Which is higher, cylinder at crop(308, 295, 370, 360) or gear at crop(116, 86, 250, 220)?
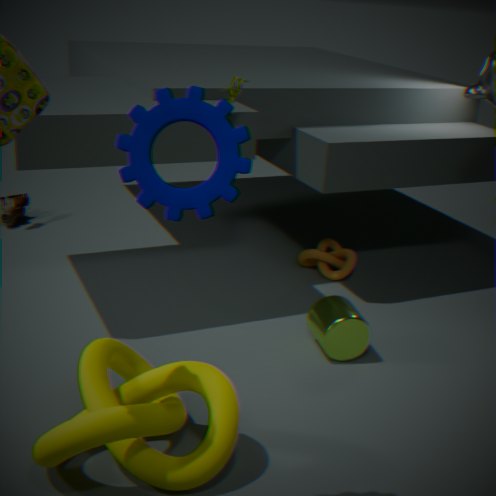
gear at crop(116, 86, 250, 220)
